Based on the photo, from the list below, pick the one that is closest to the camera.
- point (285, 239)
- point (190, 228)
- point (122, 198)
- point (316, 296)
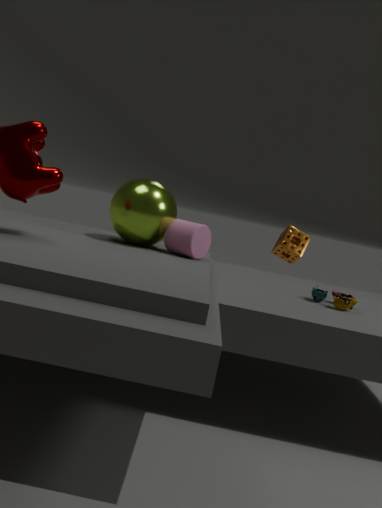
point (316, 296)
